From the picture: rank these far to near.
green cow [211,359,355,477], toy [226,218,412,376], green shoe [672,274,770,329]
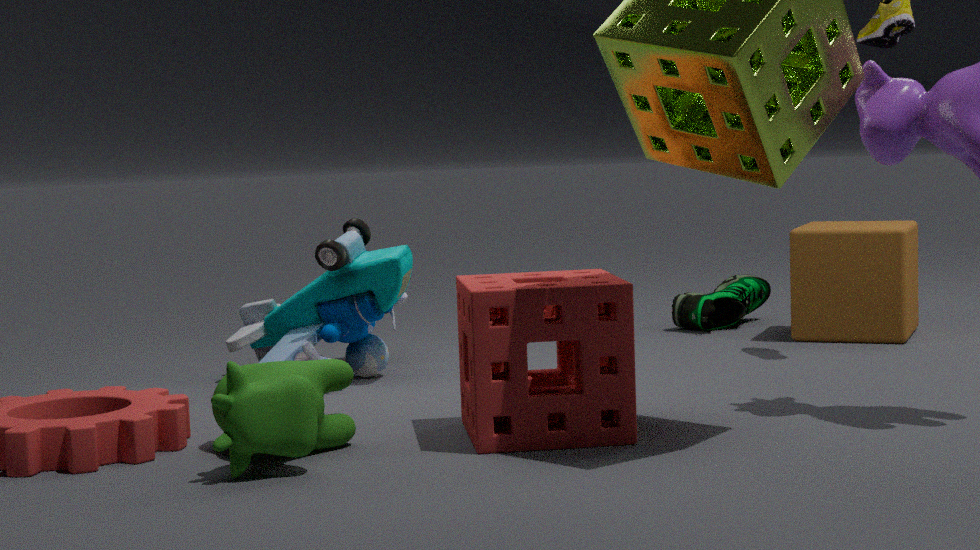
green shoe [672,274,770,329] < toy [226,218,412,376] < green cow [211,359,355,477]
